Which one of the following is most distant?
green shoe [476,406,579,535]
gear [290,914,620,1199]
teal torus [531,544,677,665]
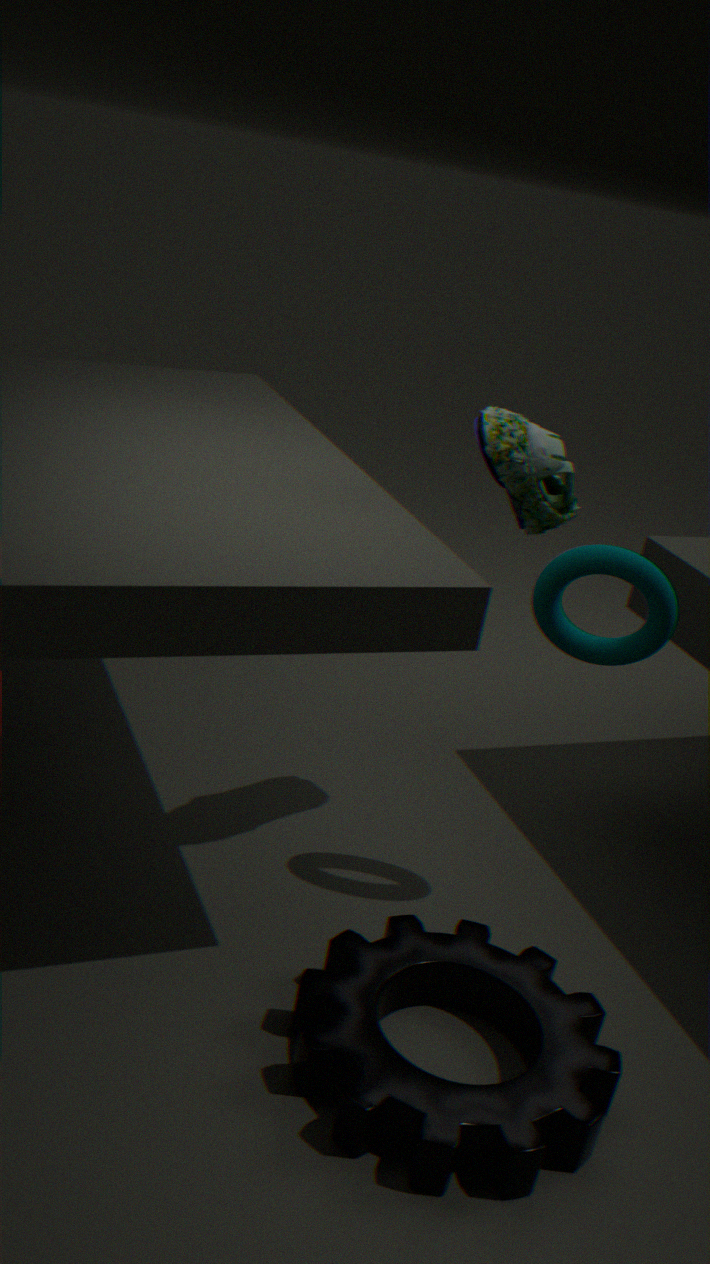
teal torus [531,544,677,665]
